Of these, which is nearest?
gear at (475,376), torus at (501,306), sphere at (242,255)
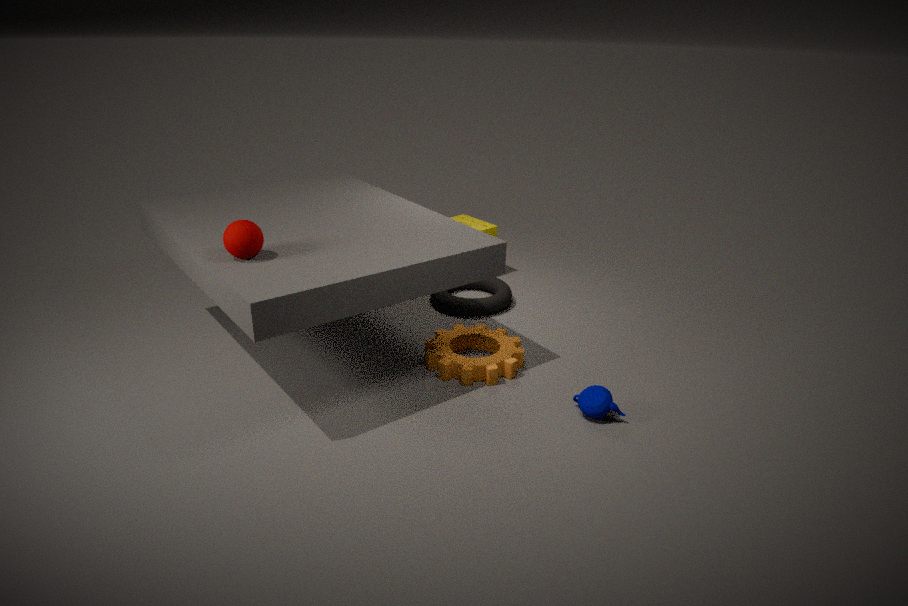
sphere at (242,255)
